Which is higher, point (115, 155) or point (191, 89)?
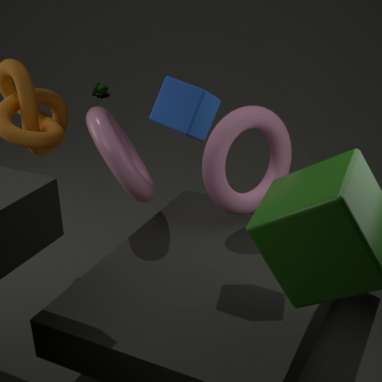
point (191, 89)
